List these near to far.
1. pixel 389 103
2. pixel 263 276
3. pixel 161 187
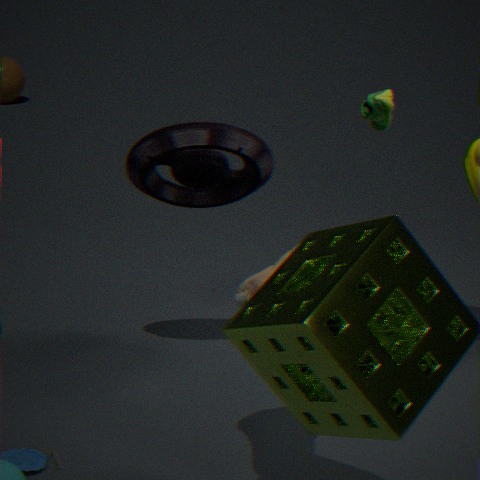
pixel 263 276
pixel 161 187
pixel 389 103
